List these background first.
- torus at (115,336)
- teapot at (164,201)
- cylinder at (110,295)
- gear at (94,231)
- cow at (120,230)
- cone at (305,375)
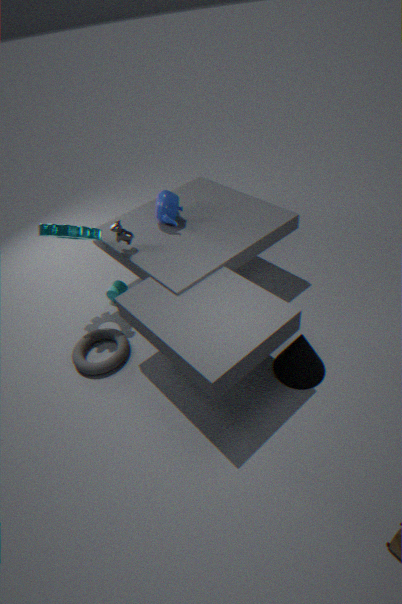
1. cylinder at (110,295)
2. teapot at (164,201)
3. cow at (120,230)
4. torus at (115,336)
5. gear at (94,231)
6. cone at (305,375)
